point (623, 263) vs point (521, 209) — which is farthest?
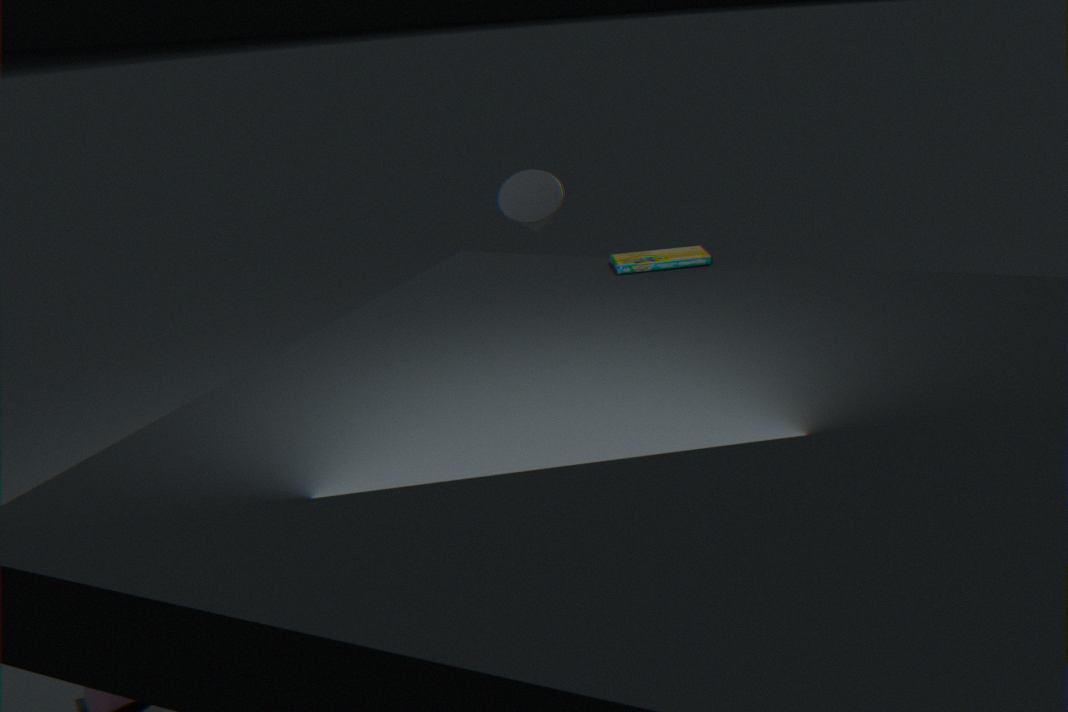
point (521, 209)
